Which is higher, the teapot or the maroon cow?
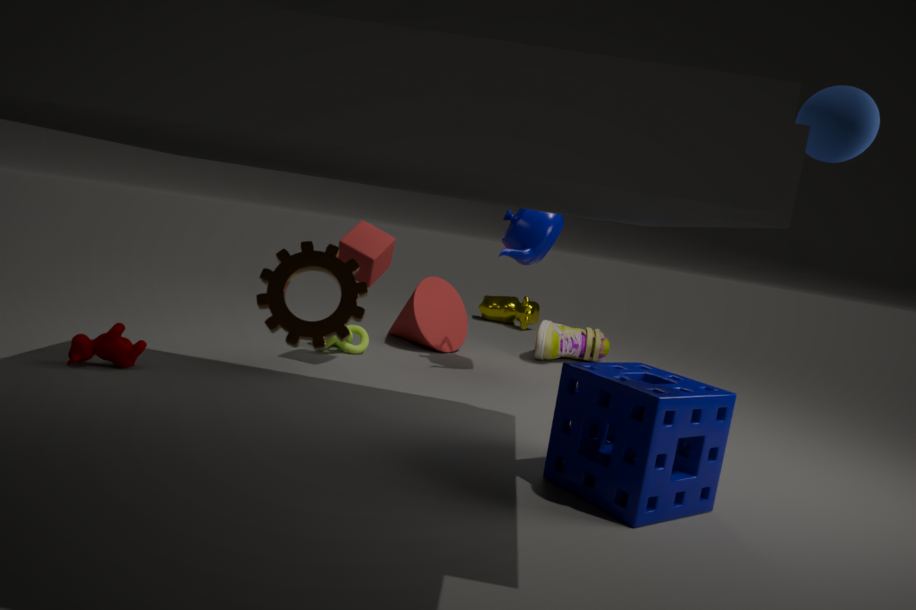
the teapot
